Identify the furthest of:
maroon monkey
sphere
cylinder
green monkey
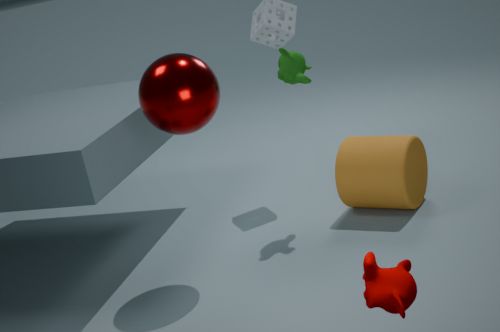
green monkey
